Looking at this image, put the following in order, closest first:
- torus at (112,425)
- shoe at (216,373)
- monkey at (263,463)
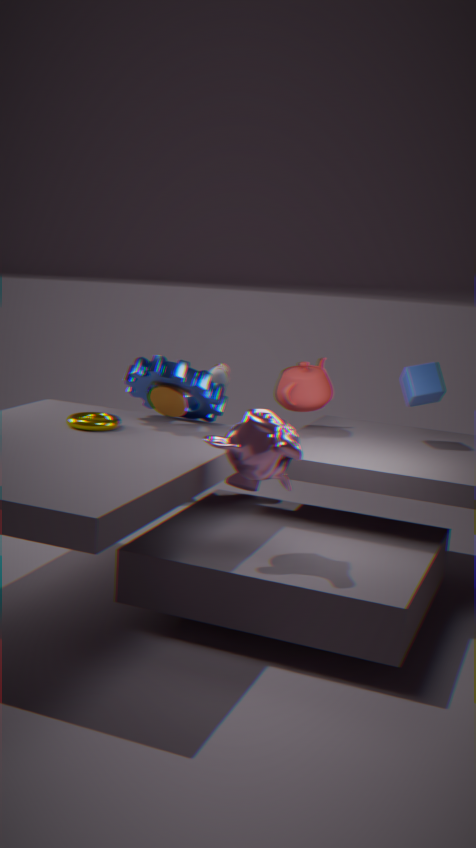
1. monkey at (263,463)
2. torus at (112,425)
3. shoe at (216,373)
